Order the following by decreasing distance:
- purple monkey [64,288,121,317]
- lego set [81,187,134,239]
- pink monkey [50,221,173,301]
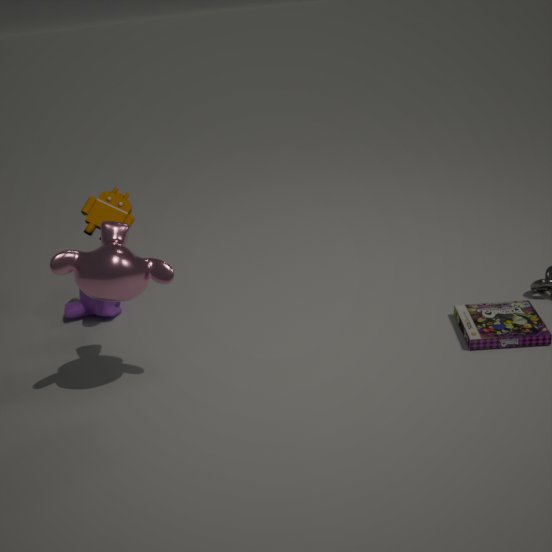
purple monkey [64,288,121,317], lego set [81,187,134,239], pink monkey [50,221,173,301]
